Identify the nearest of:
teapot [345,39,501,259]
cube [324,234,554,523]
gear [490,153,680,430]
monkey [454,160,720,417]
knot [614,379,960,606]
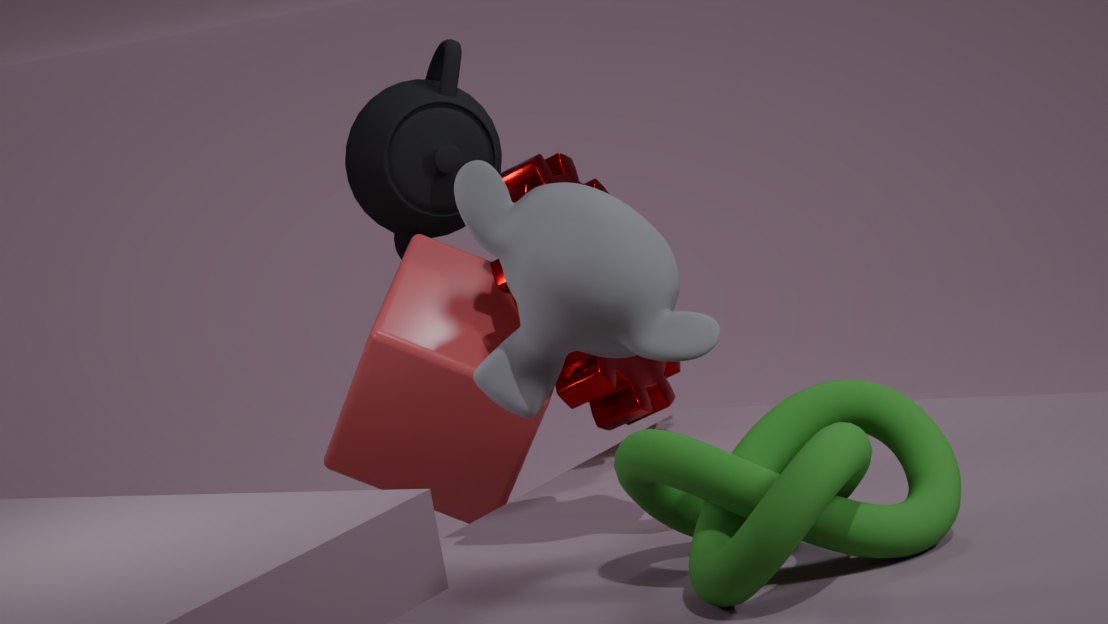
knot [614,379,960,606]
